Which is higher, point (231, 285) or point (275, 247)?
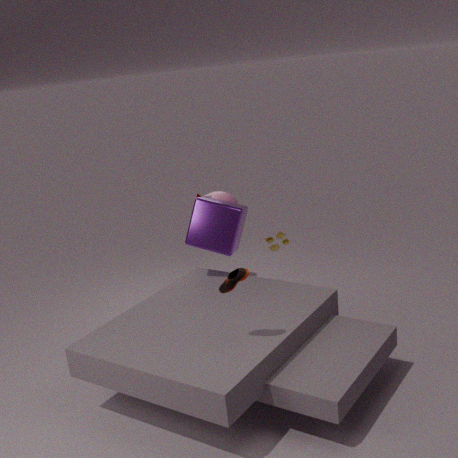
point (231, 285)
